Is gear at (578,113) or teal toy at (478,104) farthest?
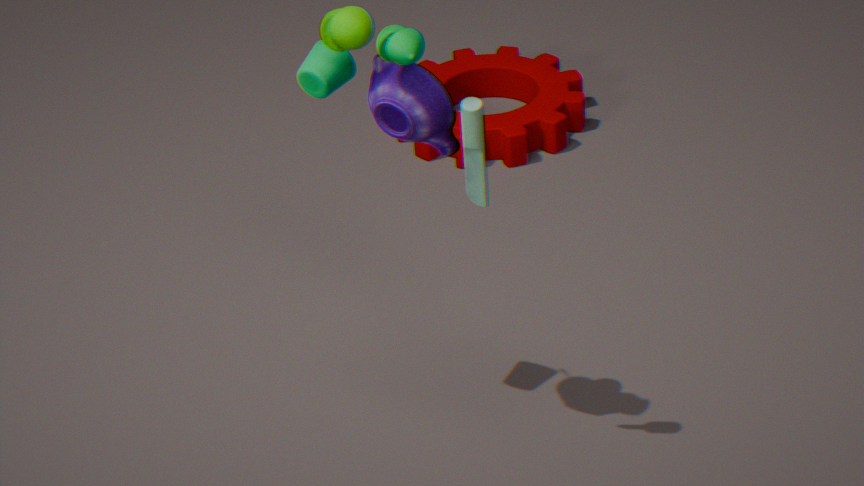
gear at (578,113)
